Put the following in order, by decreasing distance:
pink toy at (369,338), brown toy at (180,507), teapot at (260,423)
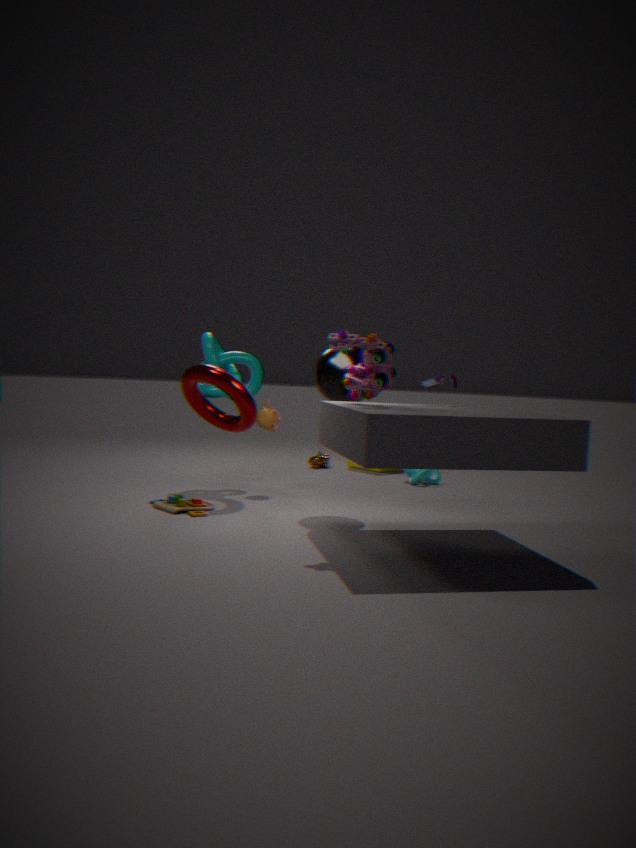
teapot at (260,423) → brown toy at (180,507) → pink toy at (369,338)
